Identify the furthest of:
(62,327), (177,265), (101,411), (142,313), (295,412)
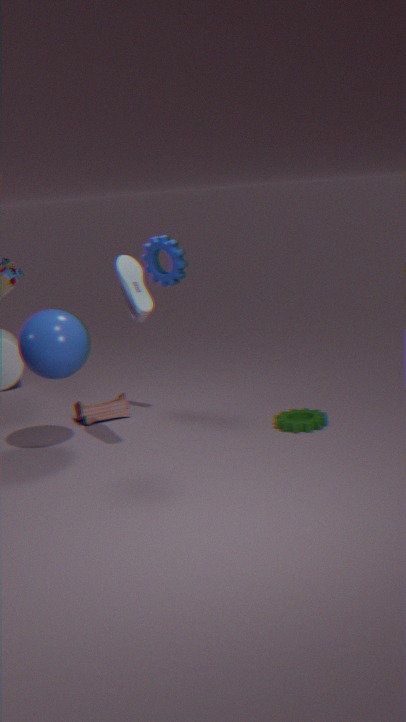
(101,411)
